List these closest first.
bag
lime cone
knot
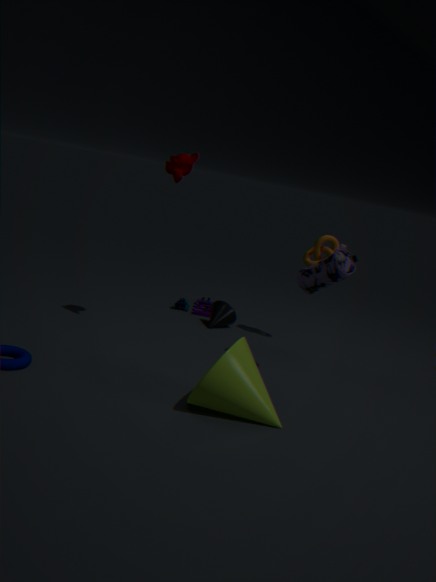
lime cone < bag < knot
